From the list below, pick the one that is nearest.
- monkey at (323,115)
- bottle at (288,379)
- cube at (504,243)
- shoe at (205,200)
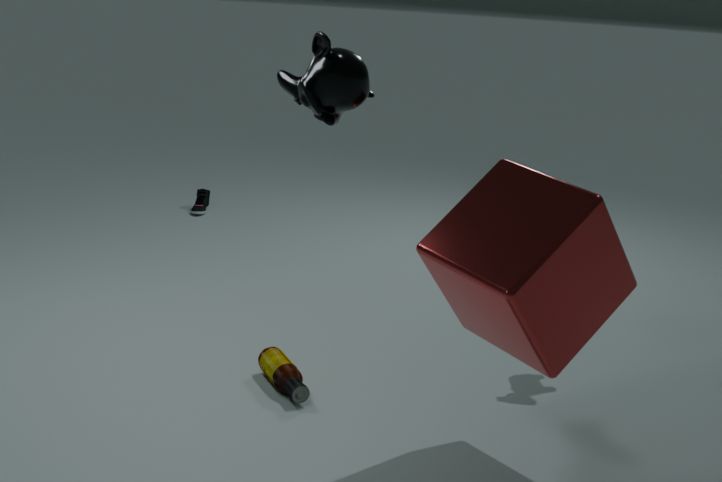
monkey at (323,115)
